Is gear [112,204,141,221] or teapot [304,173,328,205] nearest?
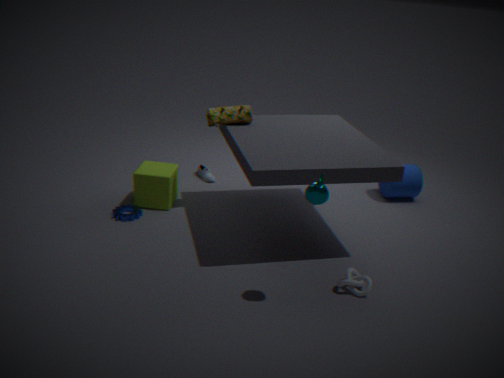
teapot [304,173,328,205]
